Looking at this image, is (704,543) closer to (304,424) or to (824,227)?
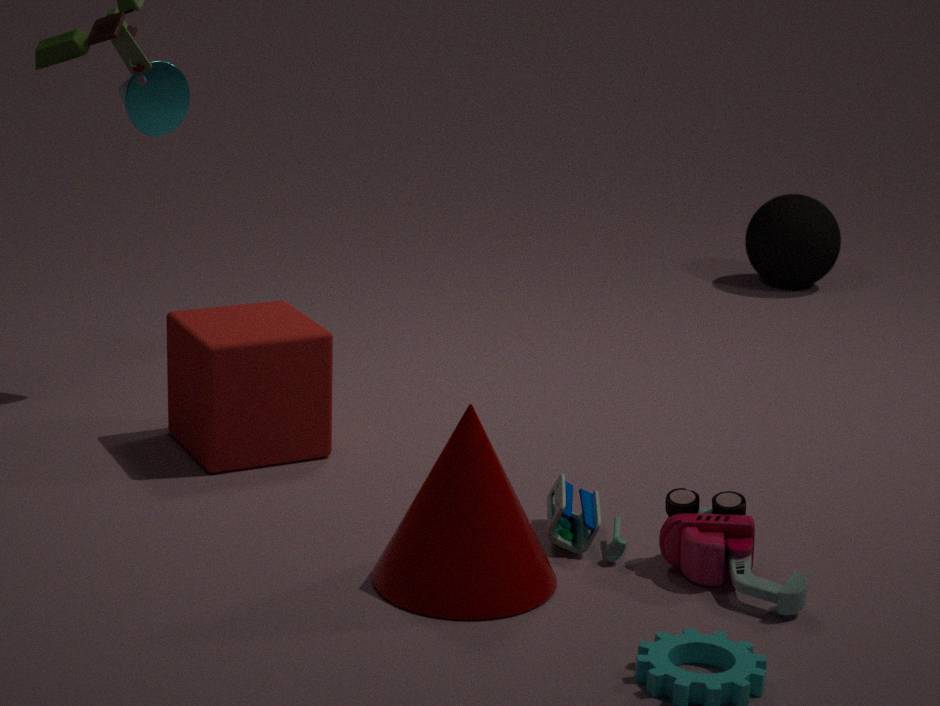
(304,424)
